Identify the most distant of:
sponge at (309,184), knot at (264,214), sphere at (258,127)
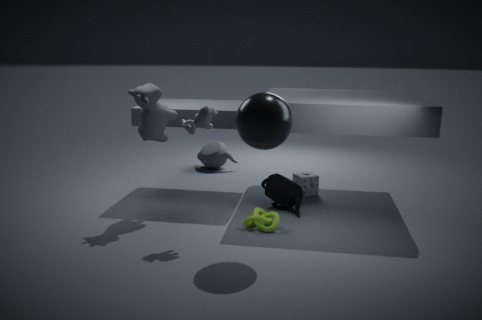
Result: sponge at (309,184)
